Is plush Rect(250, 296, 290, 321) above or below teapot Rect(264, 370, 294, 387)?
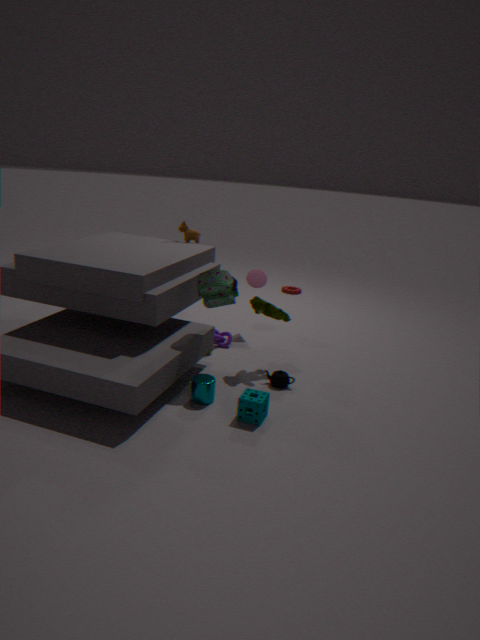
above
